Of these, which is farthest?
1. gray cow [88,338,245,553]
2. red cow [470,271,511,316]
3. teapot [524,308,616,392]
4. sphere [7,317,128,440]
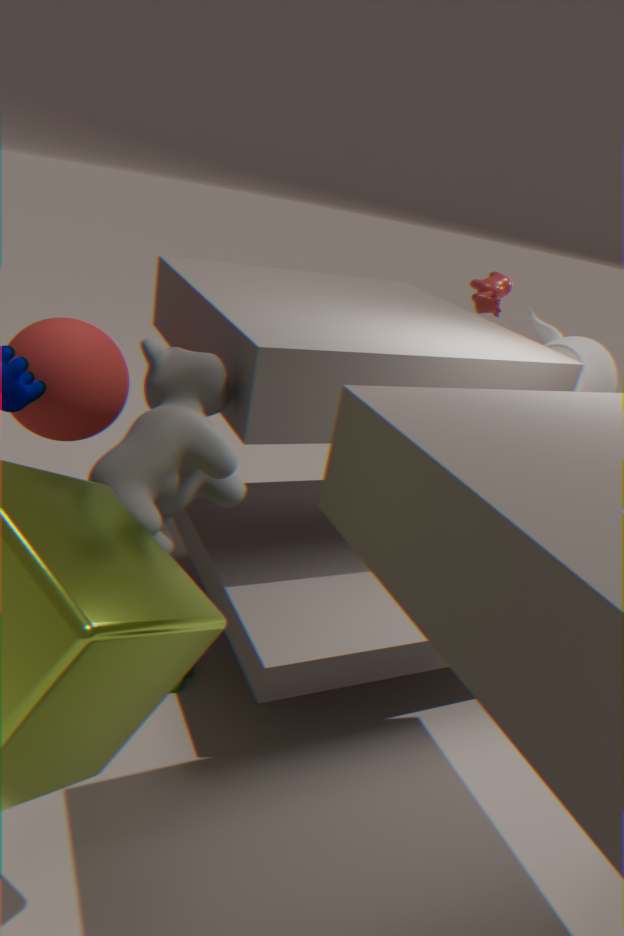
red cow [470,271,511,316]
